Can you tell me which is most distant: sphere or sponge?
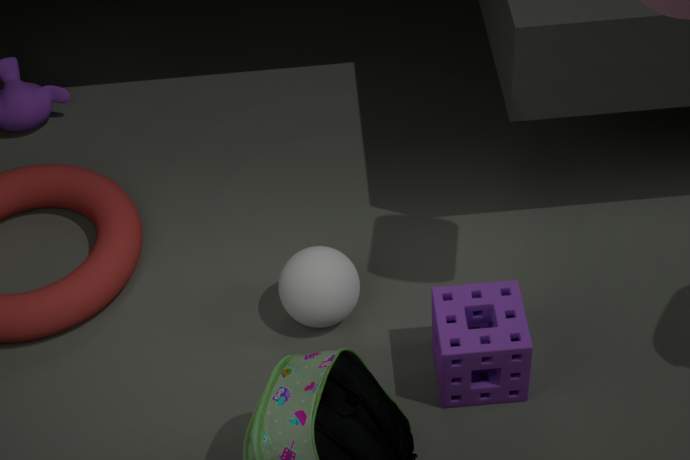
sphere
